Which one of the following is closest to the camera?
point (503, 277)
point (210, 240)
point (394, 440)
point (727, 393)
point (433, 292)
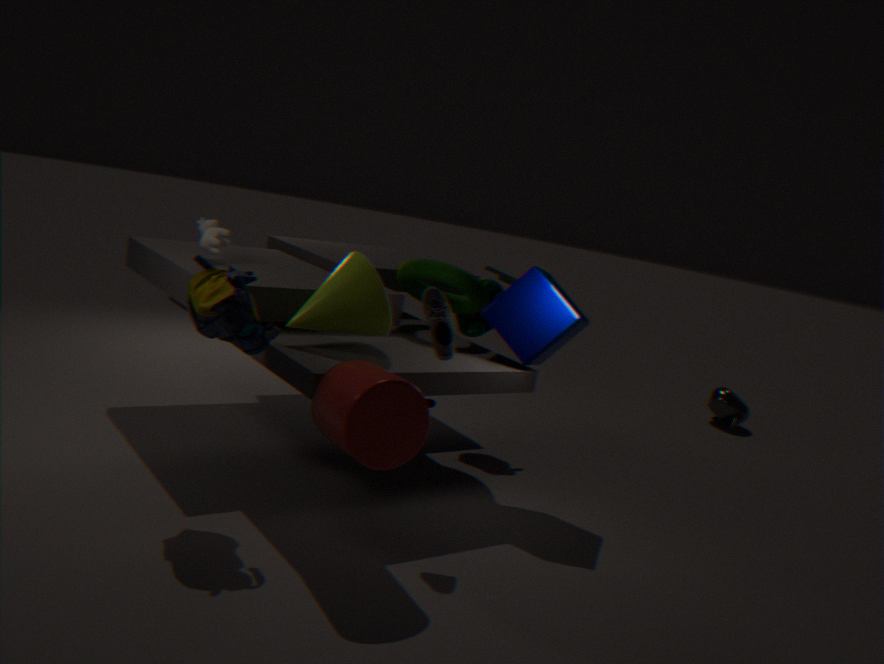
point (394, 440)
